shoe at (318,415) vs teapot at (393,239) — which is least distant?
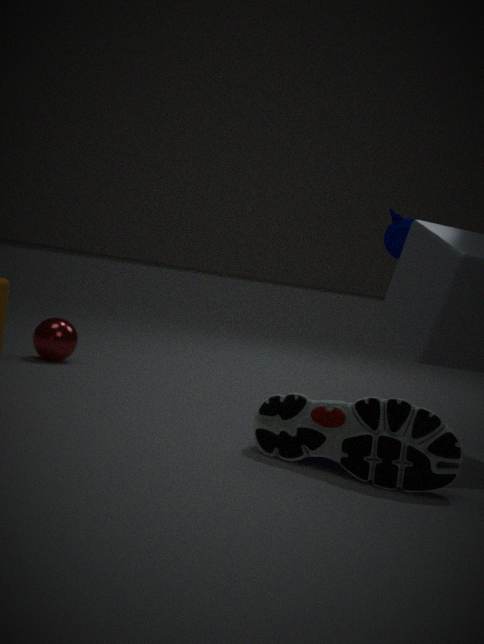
shoe at (318,415)
